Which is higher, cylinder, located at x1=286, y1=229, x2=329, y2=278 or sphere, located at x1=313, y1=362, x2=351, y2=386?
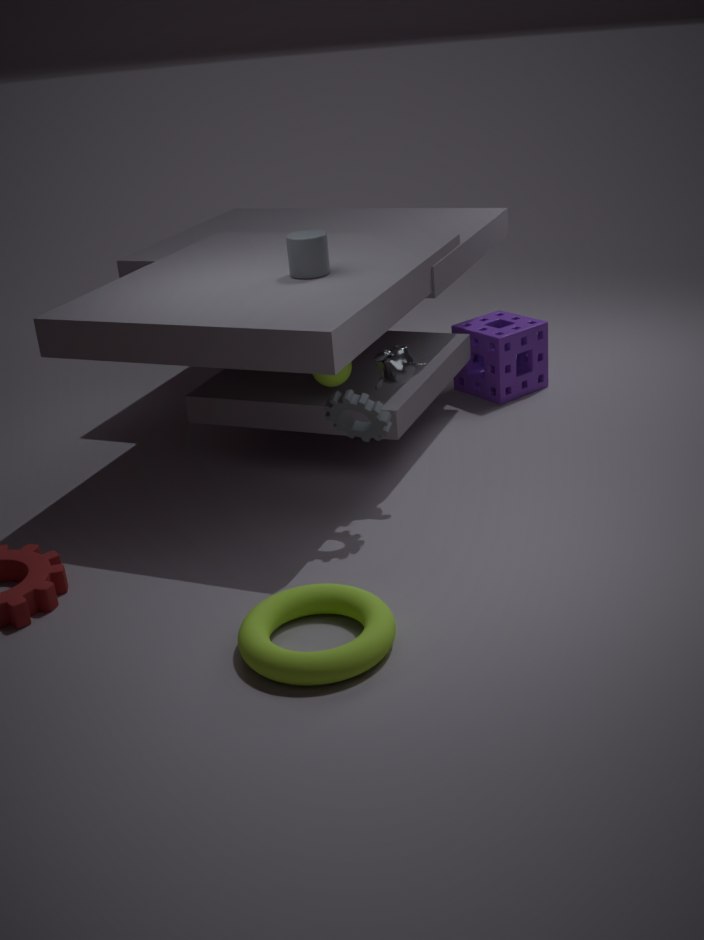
cylinder, located at x1=286, y1=229, x2=329, y2=278
